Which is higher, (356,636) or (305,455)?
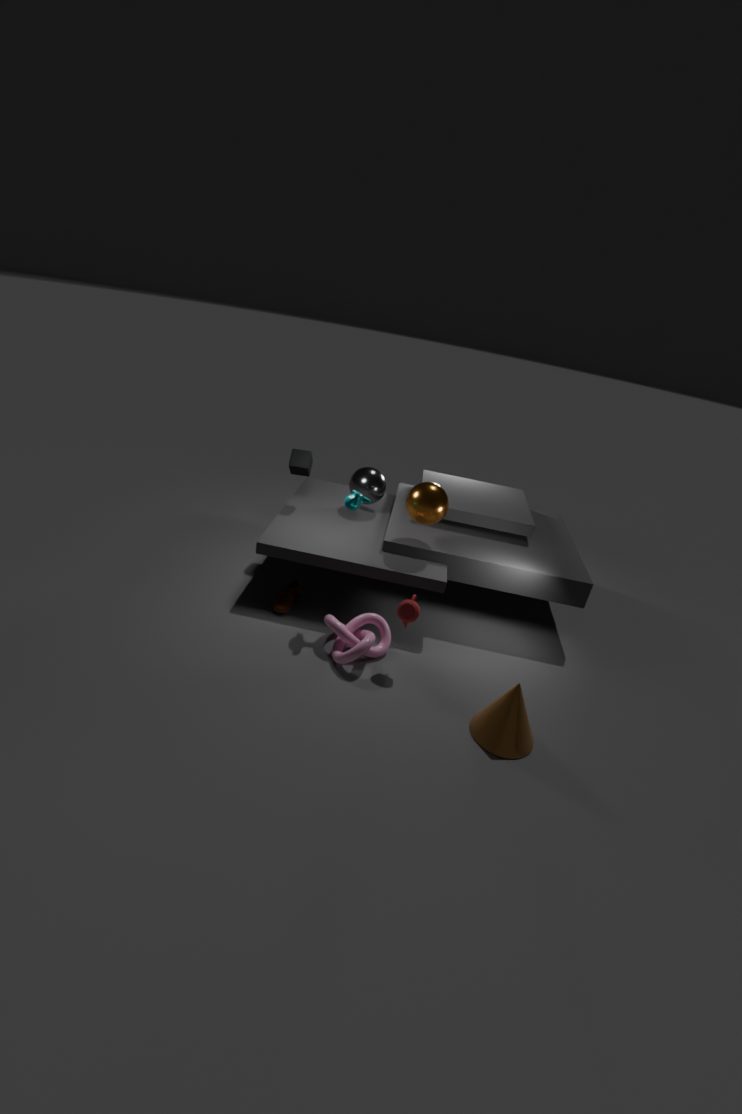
(305,455)
